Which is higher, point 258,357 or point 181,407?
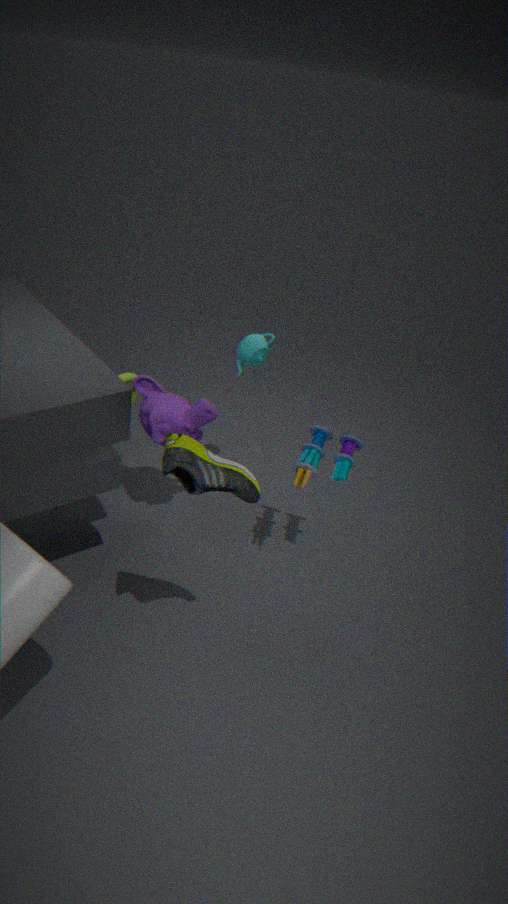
point 258,357
